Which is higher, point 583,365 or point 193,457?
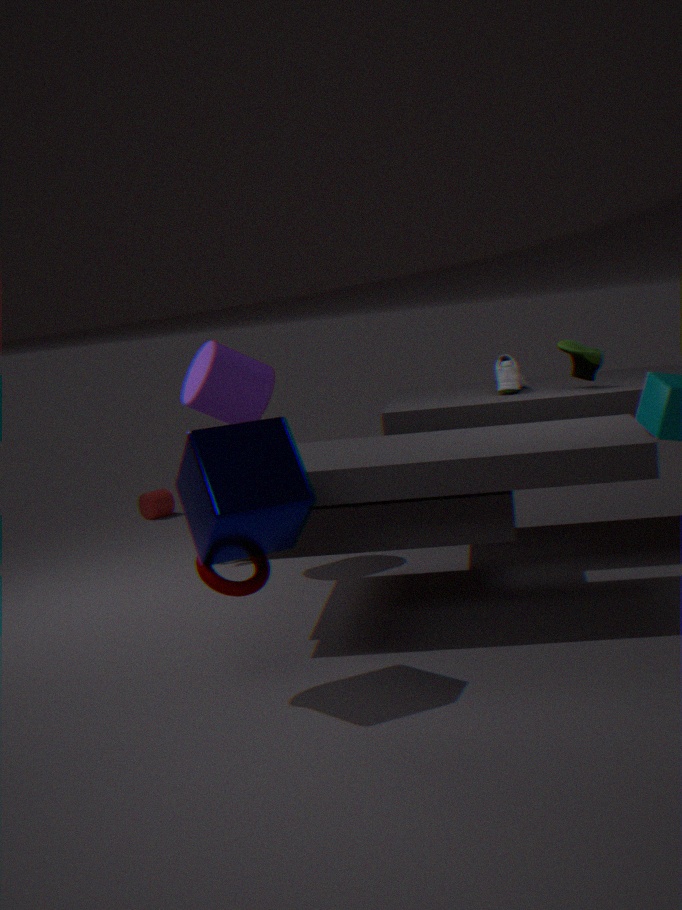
point 583,365
